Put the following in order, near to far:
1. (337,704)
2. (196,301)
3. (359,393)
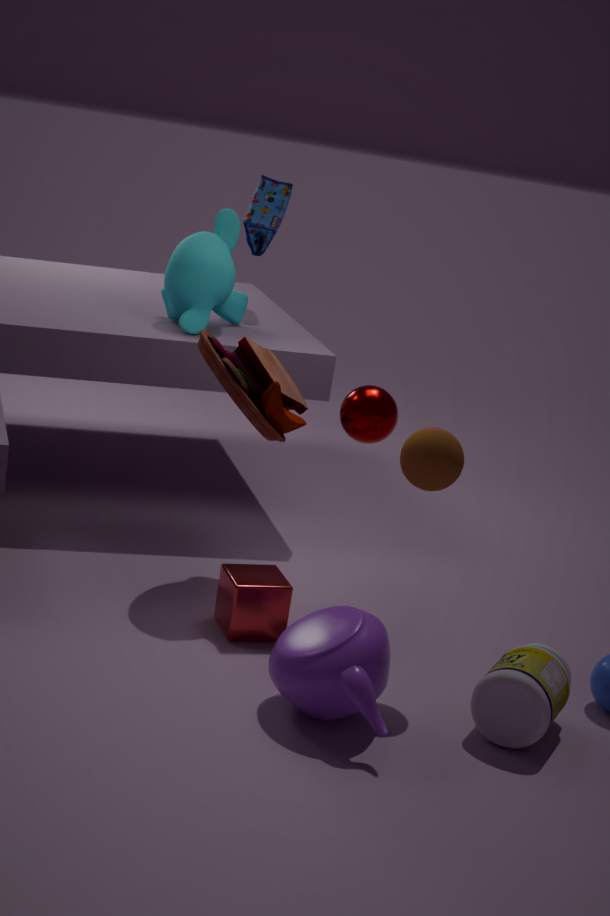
(337,704) → (359,393) → (196,301)
